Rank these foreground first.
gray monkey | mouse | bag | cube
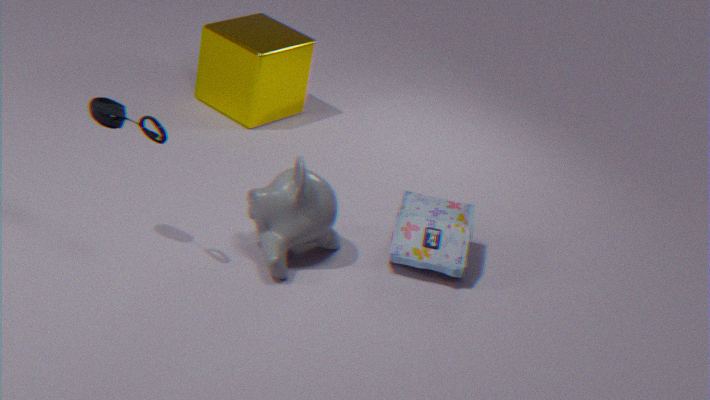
mouse
gray monkey
bag
cube
